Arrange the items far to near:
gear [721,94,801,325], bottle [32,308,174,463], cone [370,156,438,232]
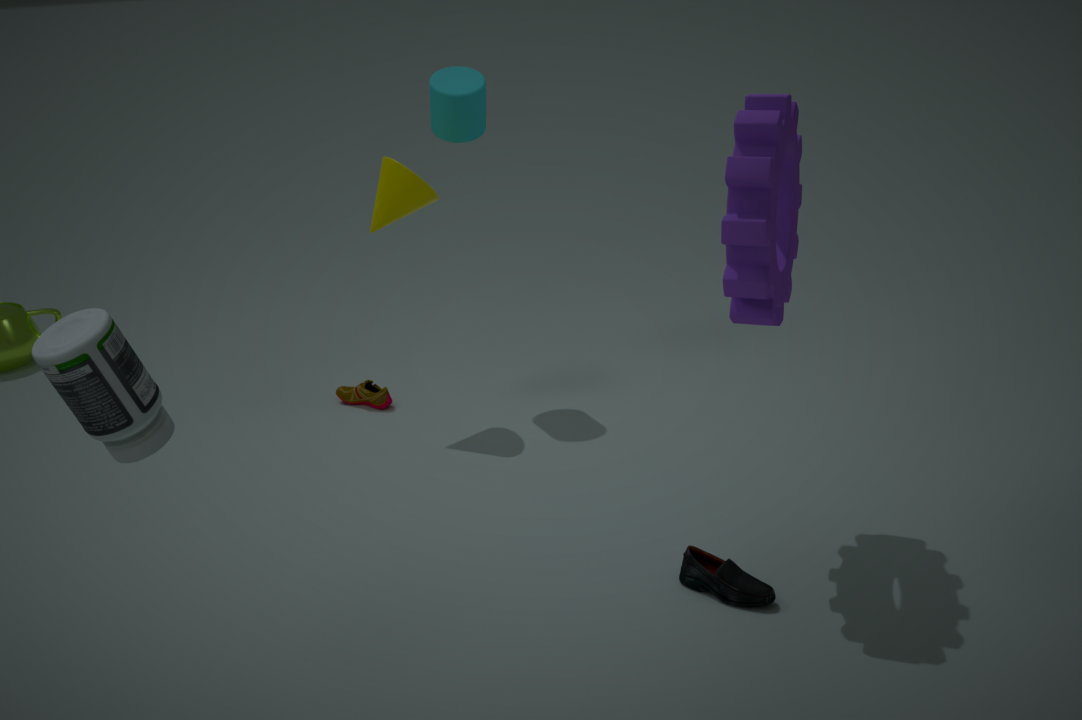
cone [370,156,438,232]
gear [721,94,801,325]
bottle [32,308,174,463]
